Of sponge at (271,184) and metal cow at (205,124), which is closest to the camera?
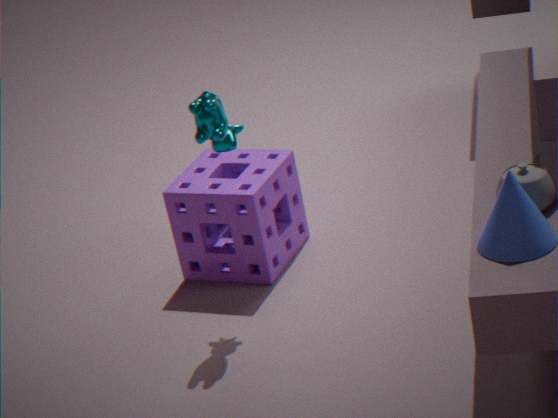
metal cow at (205,124)
